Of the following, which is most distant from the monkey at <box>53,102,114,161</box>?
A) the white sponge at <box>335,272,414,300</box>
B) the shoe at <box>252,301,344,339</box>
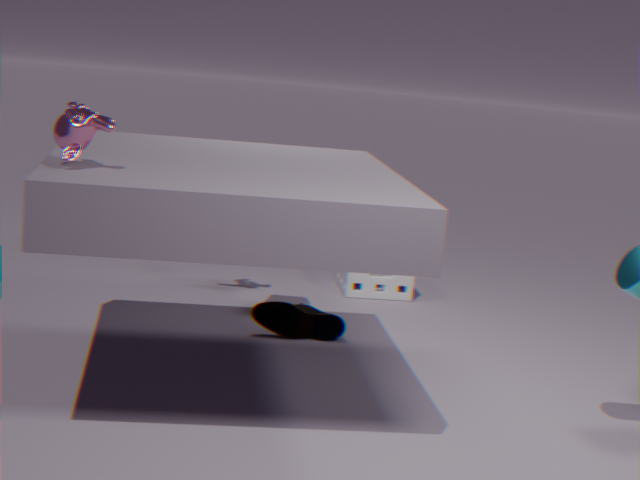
the white sponge at <box>335,272,414,300</box>
